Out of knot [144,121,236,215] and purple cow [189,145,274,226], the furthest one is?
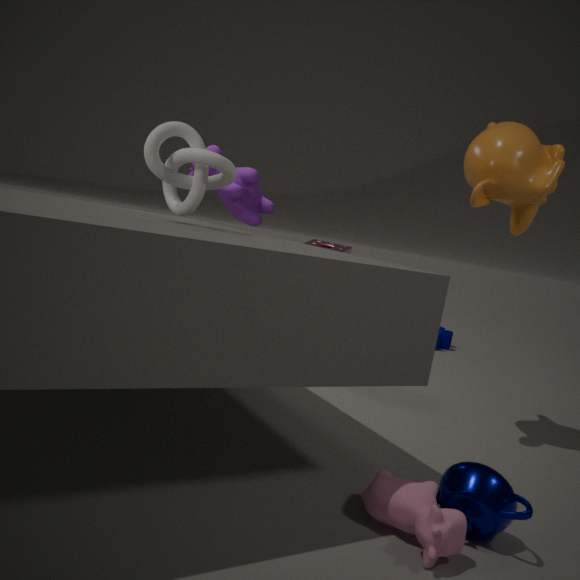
purple cow [189,145,274,226]
